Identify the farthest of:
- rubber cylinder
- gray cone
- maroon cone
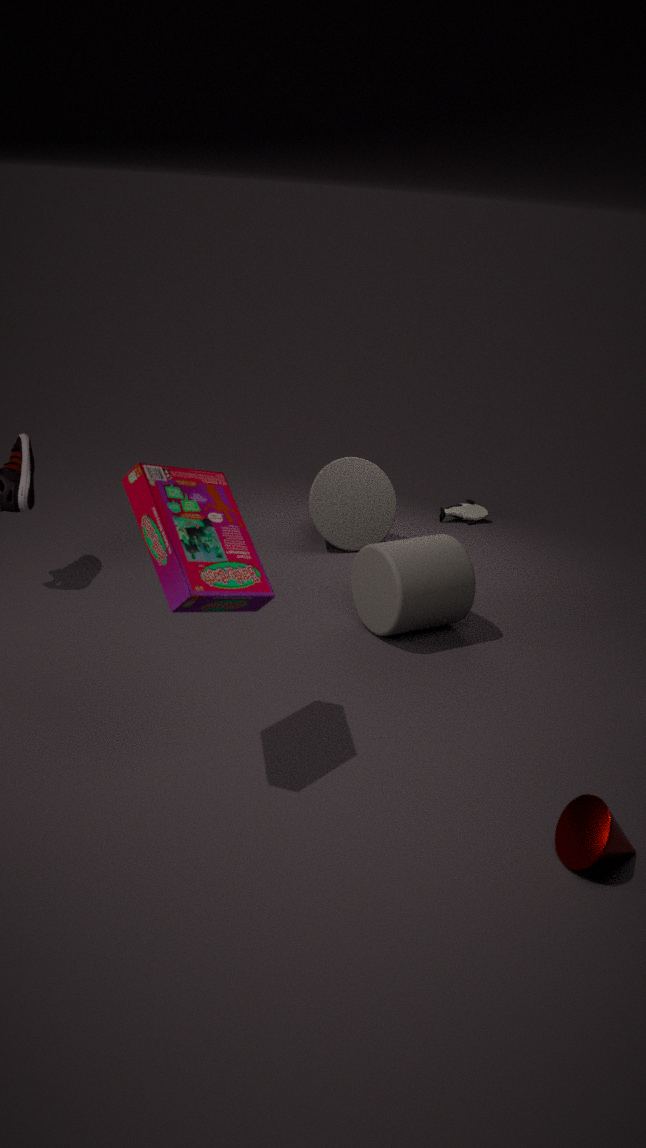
gray cone
